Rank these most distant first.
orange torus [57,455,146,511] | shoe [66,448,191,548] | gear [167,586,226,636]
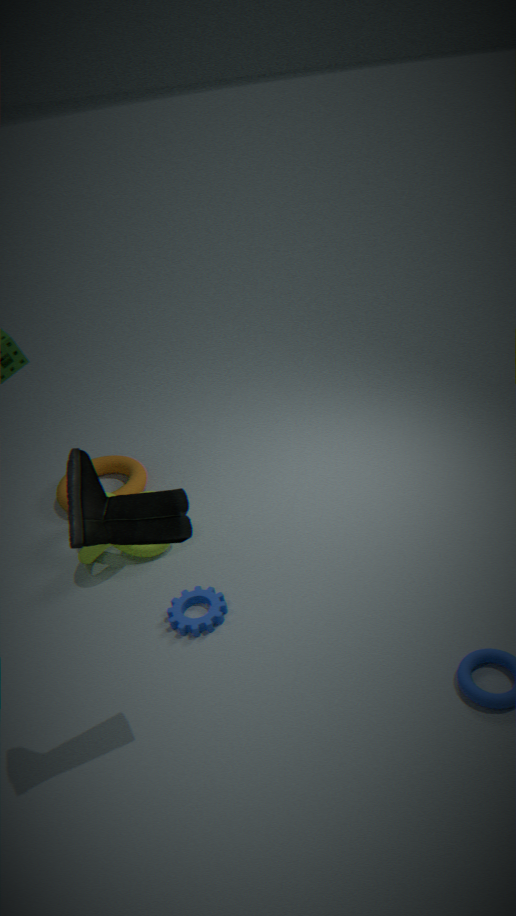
1. orange torus [57,455,146,511]
2. gear [167,586,226,636]
3. shoe [66,448,191,548]
